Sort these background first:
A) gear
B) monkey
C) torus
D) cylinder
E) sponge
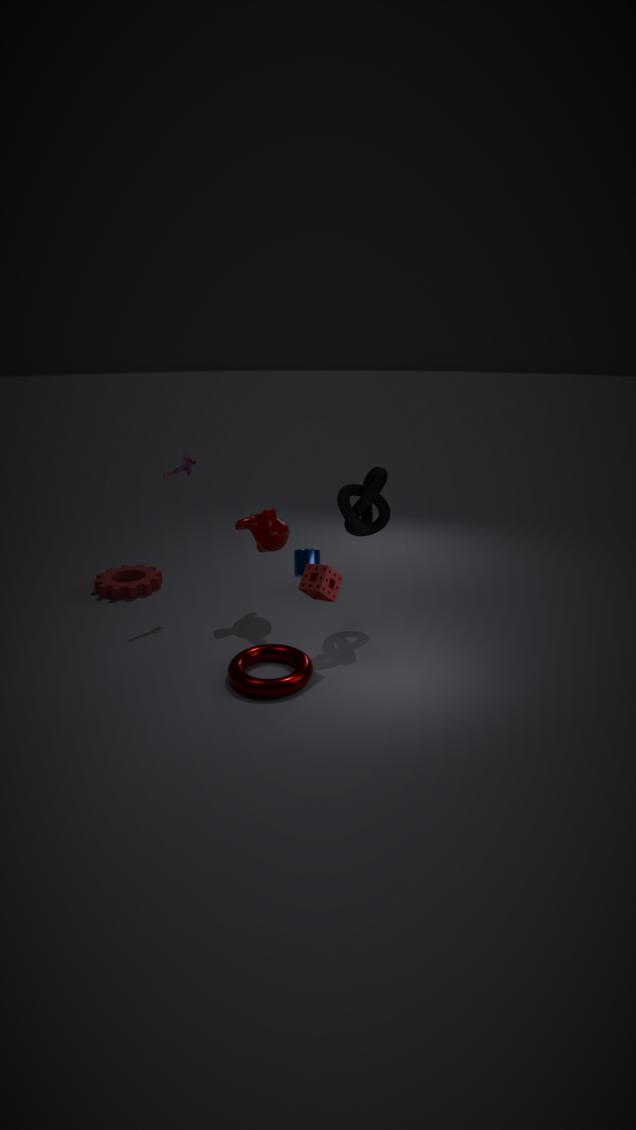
gear → monkey → cylinder → sponge → torus
